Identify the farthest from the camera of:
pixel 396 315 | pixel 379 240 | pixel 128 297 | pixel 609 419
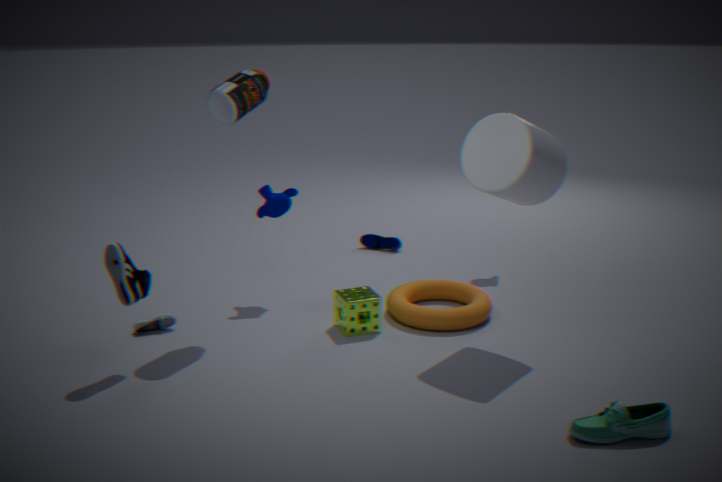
pixel 379 240
